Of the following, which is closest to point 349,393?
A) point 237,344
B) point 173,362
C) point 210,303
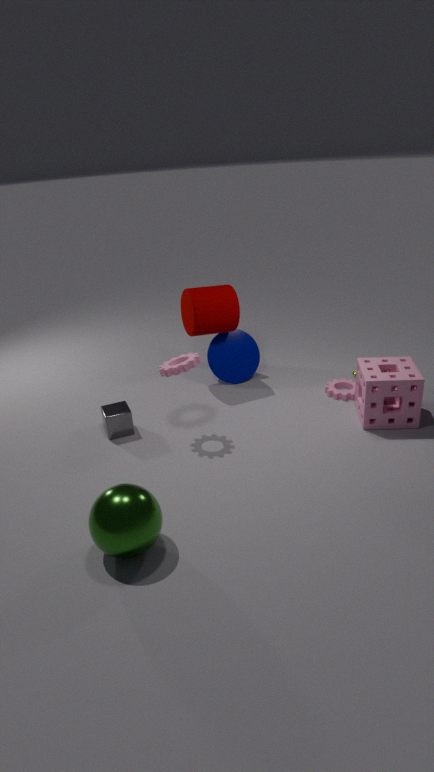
point 237,344
